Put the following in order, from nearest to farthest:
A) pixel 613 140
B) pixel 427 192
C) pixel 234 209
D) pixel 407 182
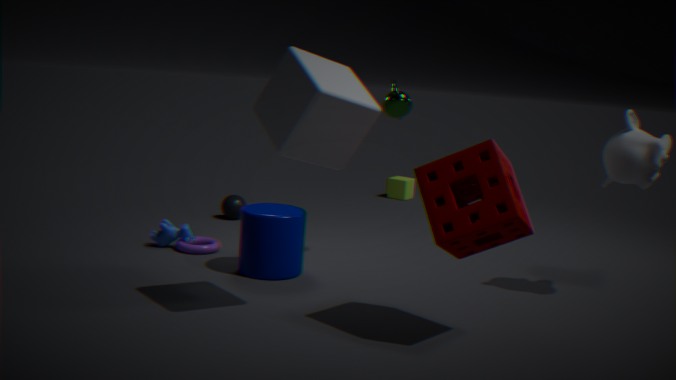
pixel 427 192, pixel 613 140, pixel 234 209, pixel 407 182
